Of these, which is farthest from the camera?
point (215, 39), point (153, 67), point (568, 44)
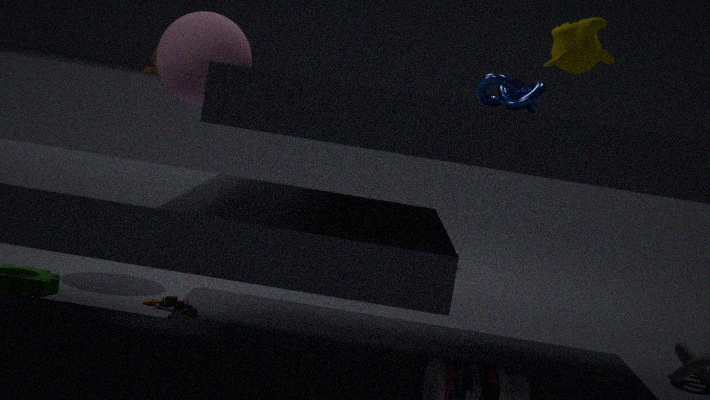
point (153, 67)
